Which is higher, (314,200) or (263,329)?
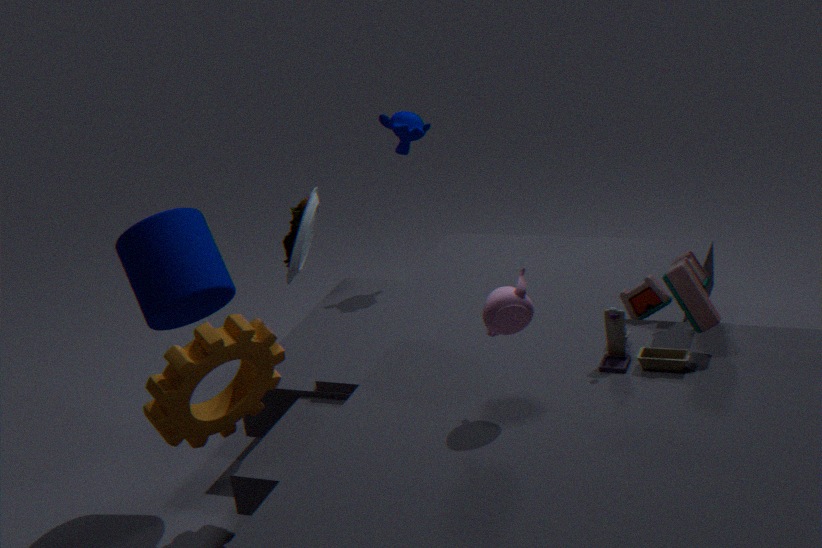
(314,200)
